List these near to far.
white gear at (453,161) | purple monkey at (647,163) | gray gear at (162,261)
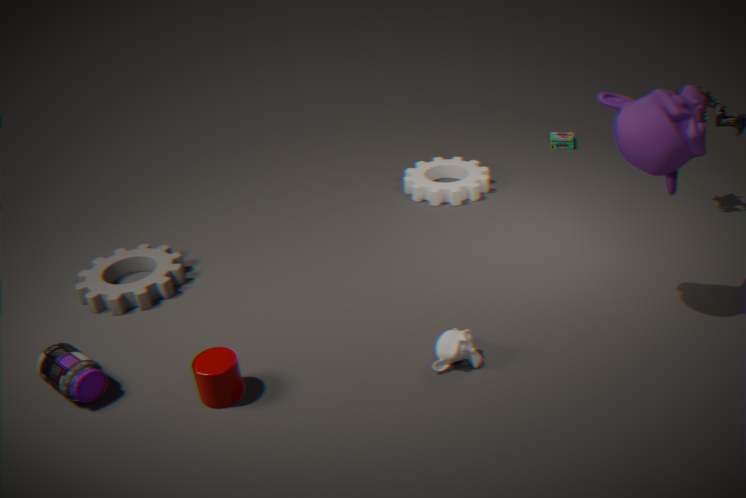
purple monkey at (647,163) → gray gear at (162,261) → white gear at (453,161)
